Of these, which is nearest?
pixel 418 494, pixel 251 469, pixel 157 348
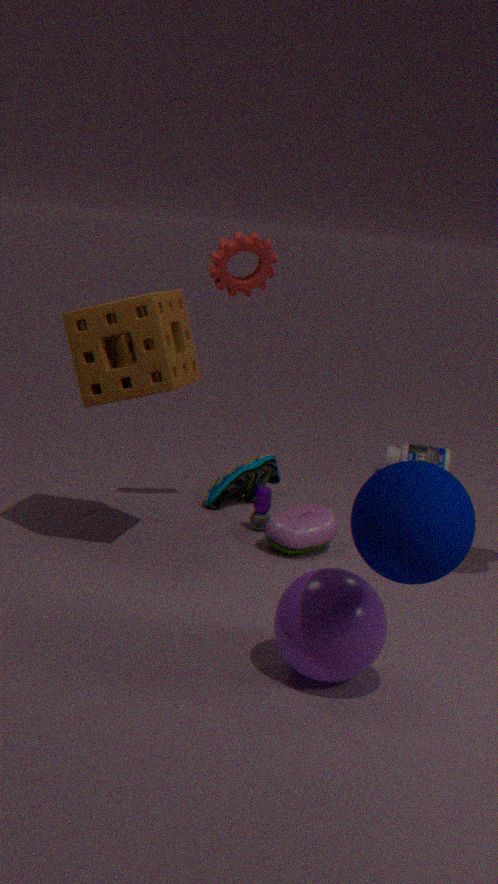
pixel 418 494
